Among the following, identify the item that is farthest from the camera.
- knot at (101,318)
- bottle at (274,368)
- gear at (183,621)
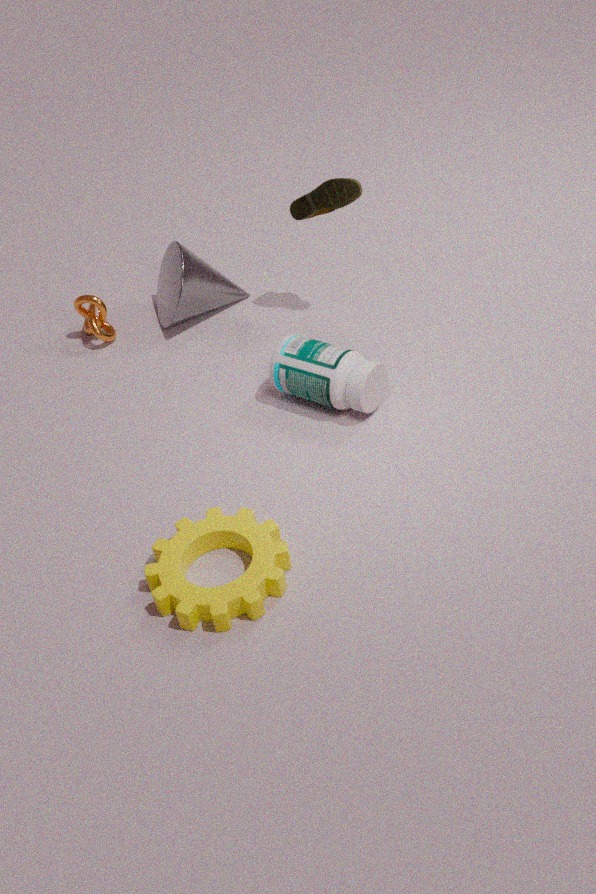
knot at (101,318)
